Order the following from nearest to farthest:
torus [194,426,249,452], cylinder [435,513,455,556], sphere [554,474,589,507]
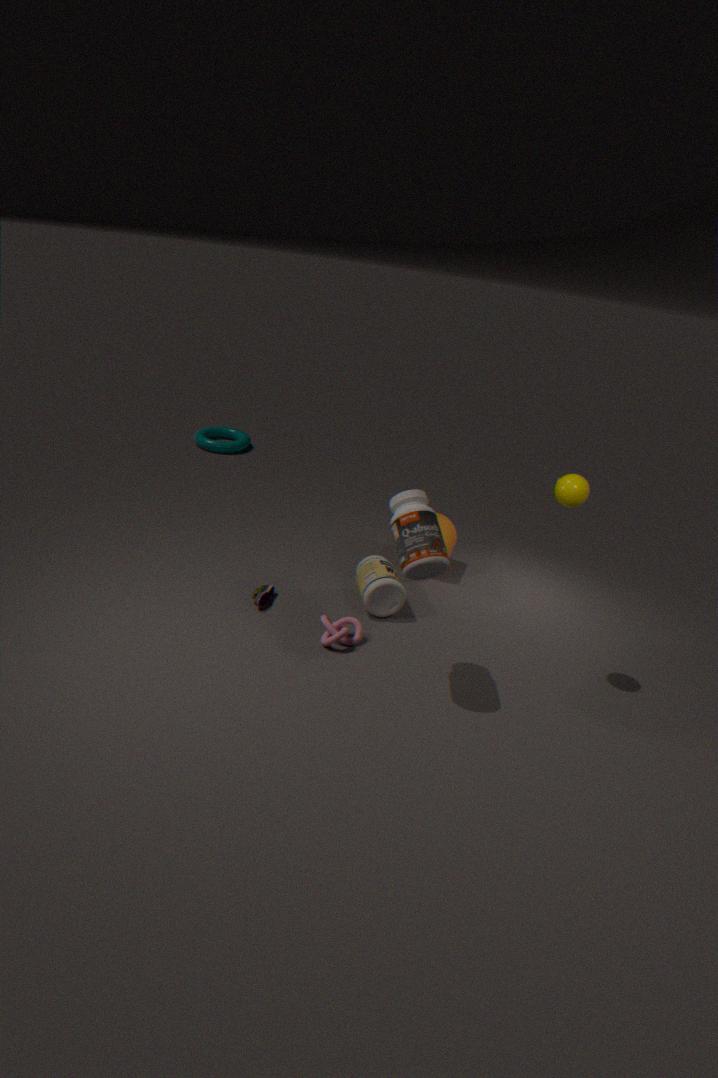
sphere [554,474,589,507] → cylinder [435,513,455,556] → torus [194,426,249,452]
